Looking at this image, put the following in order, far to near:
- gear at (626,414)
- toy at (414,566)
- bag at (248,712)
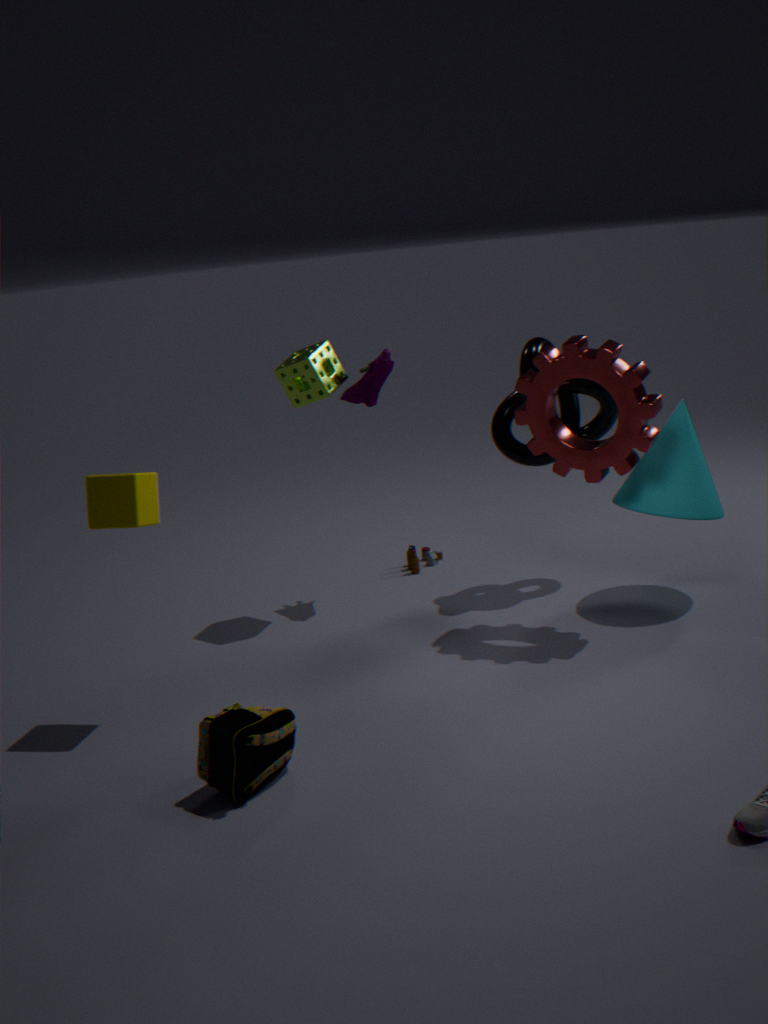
toy at (414,566) < gear at (626,414) < bag at (248,712)
